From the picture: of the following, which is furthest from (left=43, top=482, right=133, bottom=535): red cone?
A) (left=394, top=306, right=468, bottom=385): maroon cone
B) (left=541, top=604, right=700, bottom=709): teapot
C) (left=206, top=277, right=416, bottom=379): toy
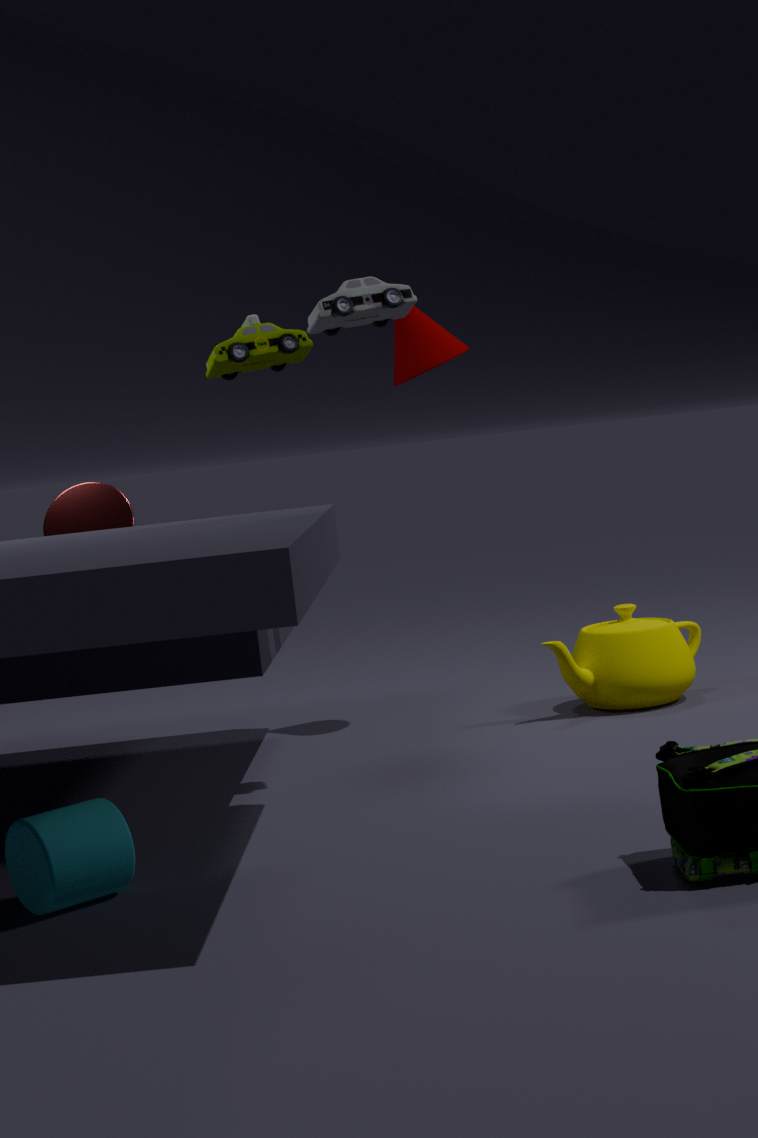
(left=541, top=604, right=700, bottom=709): teapot
